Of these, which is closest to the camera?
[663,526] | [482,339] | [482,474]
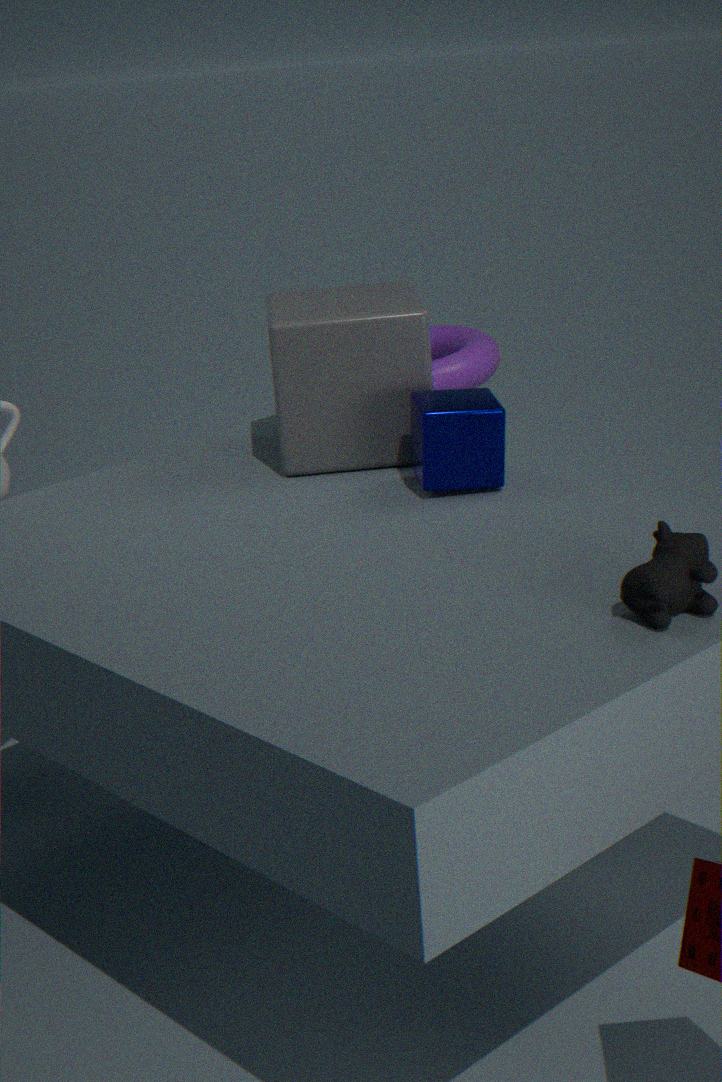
[663,526]
